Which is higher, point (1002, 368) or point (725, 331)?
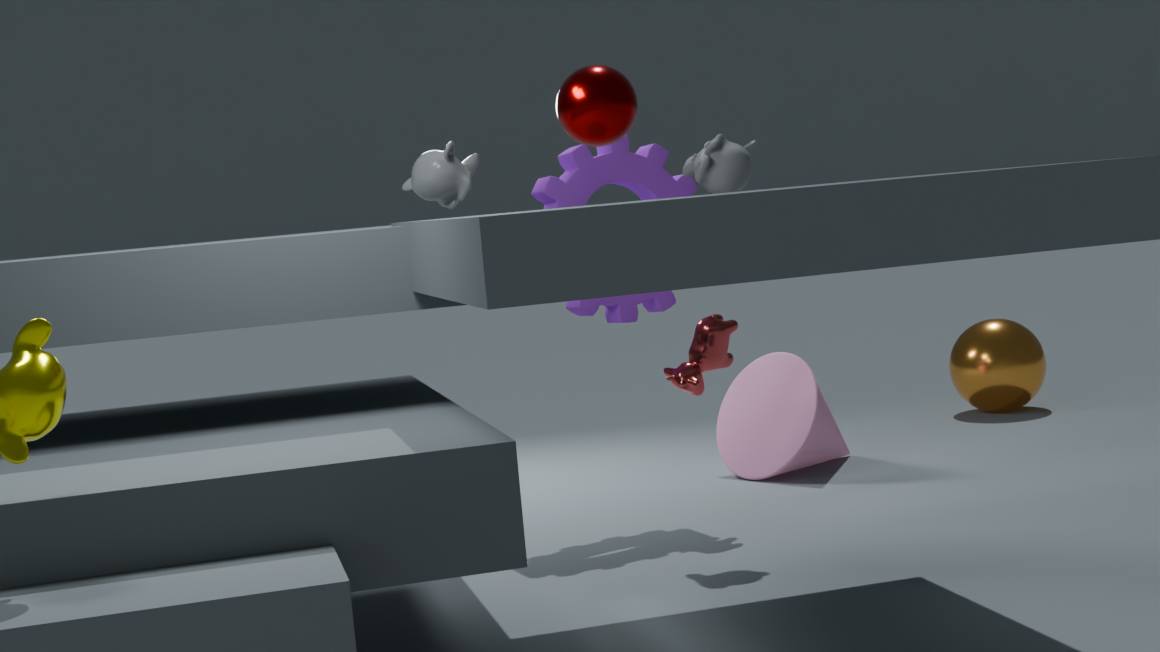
point (725, 331)
